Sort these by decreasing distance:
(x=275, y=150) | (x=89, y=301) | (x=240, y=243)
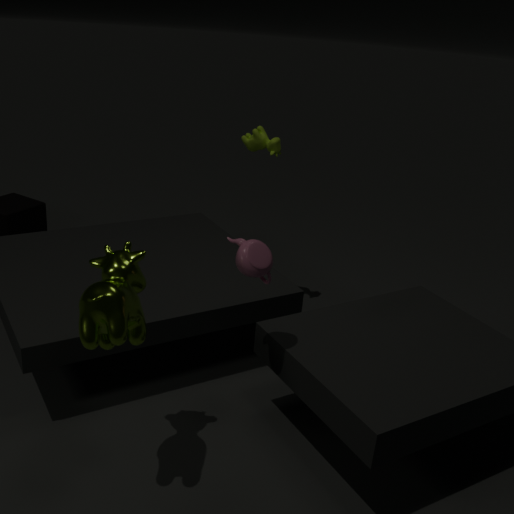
(x=275, y=150), (x=240, y=243), (x=89, y=301)
